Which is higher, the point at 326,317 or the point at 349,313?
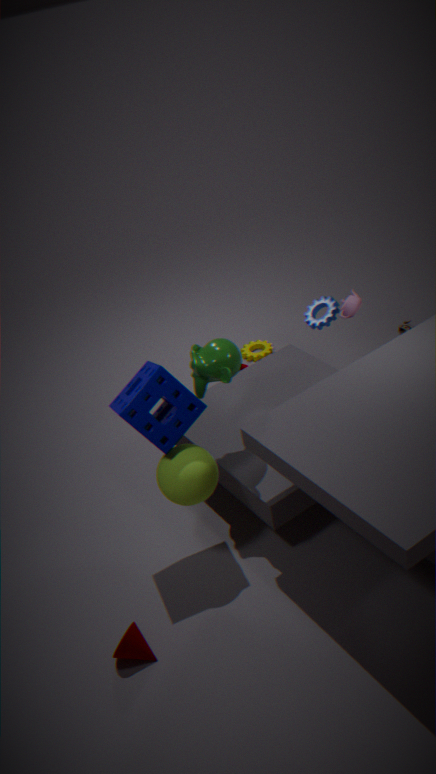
the point at 349,313
